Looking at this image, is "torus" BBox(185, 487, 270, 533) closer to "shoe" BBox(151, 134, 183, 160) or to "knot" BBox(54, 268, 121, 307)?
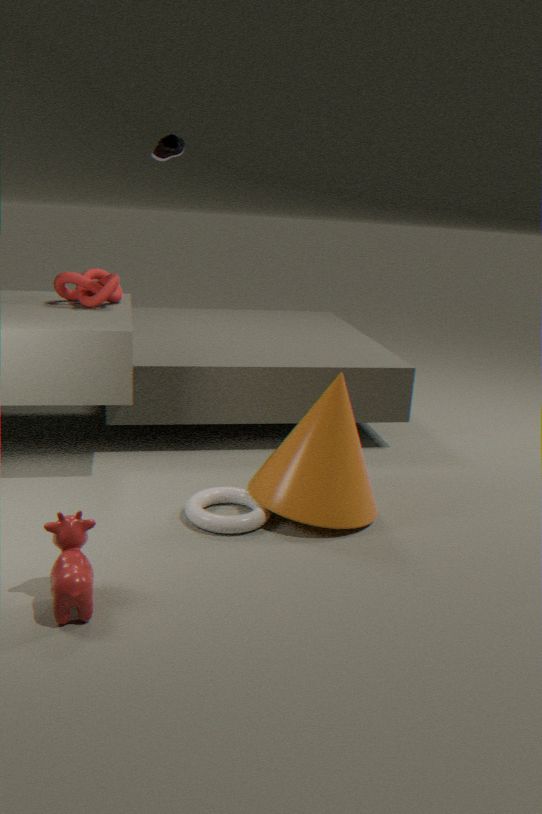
"knot" BBox(54, 268, 121, 307)
